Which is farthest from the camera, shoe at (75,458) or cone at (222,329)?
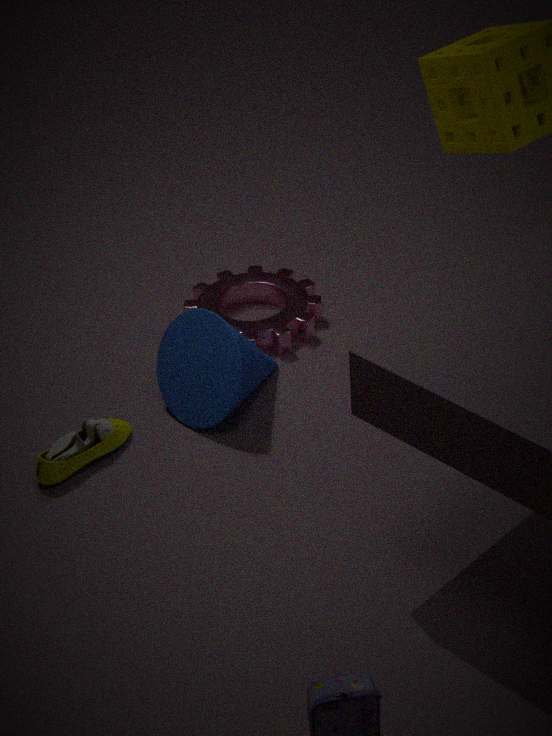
cone at (222,329)
